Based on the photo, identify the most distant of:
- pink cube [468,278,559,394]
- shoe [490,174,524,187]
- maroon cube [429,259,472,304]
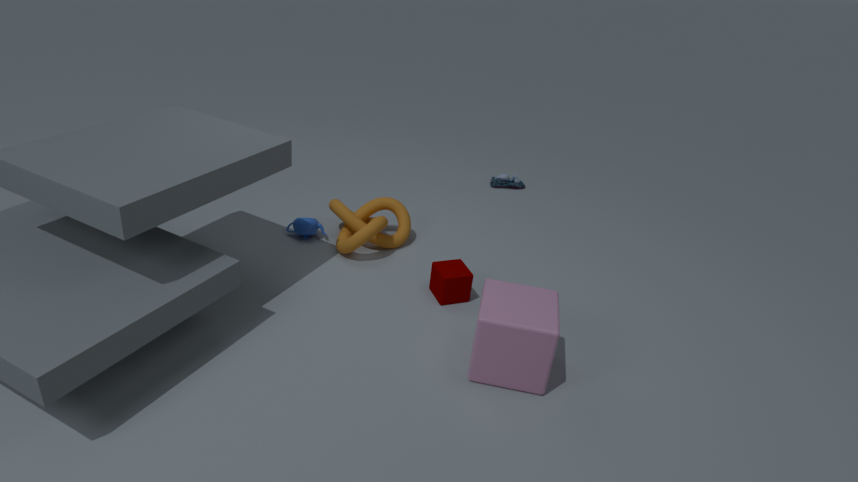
shoe [490,174,524,187]
